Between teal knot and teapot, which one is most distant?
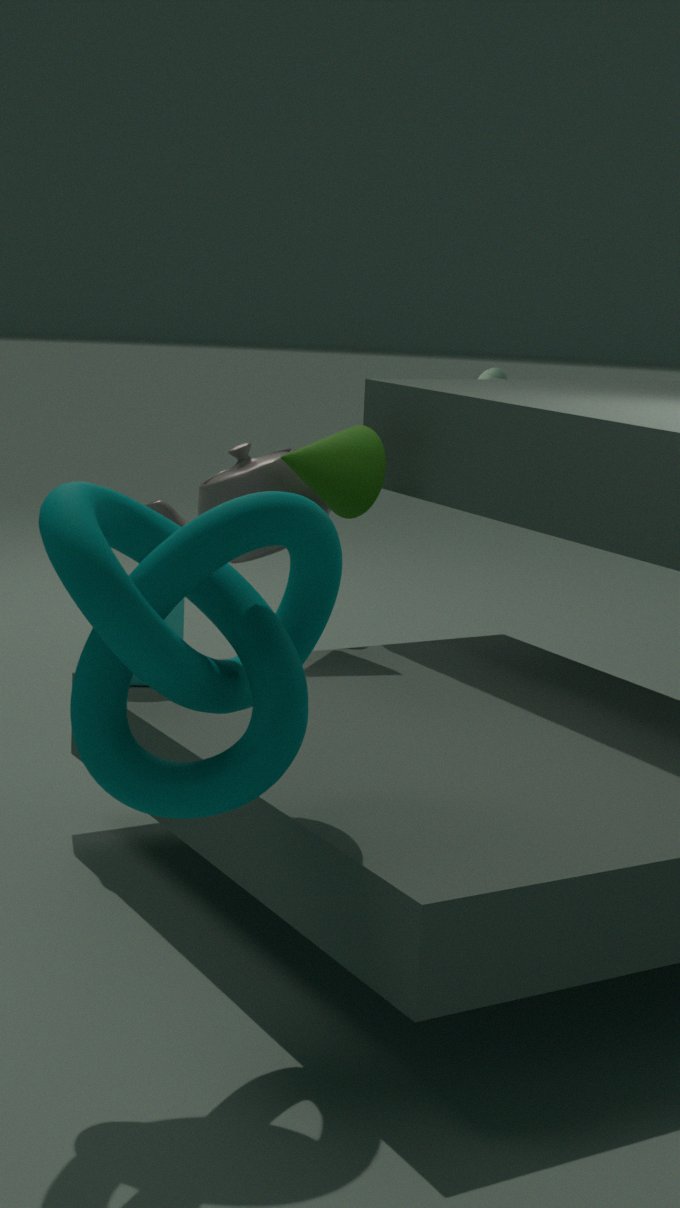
teapot
